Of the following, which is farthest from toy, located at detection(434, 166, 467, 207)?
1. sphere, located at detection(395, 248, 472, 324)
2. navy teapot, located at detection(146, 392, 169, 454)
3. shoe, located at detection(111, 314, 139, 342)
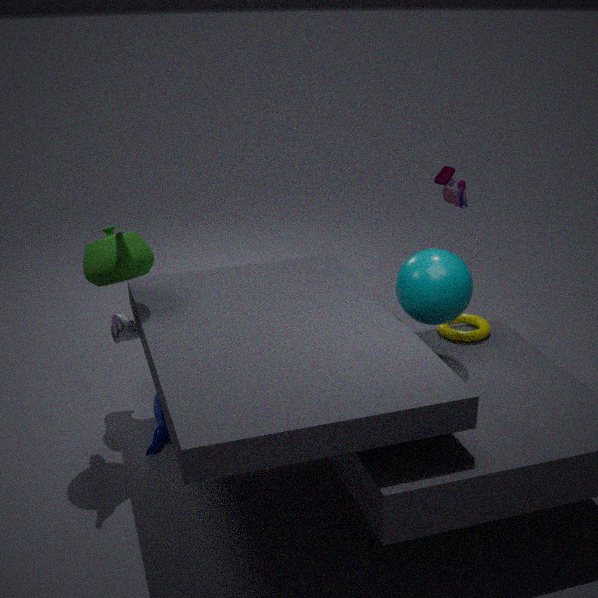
shoe, located at detection(111, 314, 139, 342)
